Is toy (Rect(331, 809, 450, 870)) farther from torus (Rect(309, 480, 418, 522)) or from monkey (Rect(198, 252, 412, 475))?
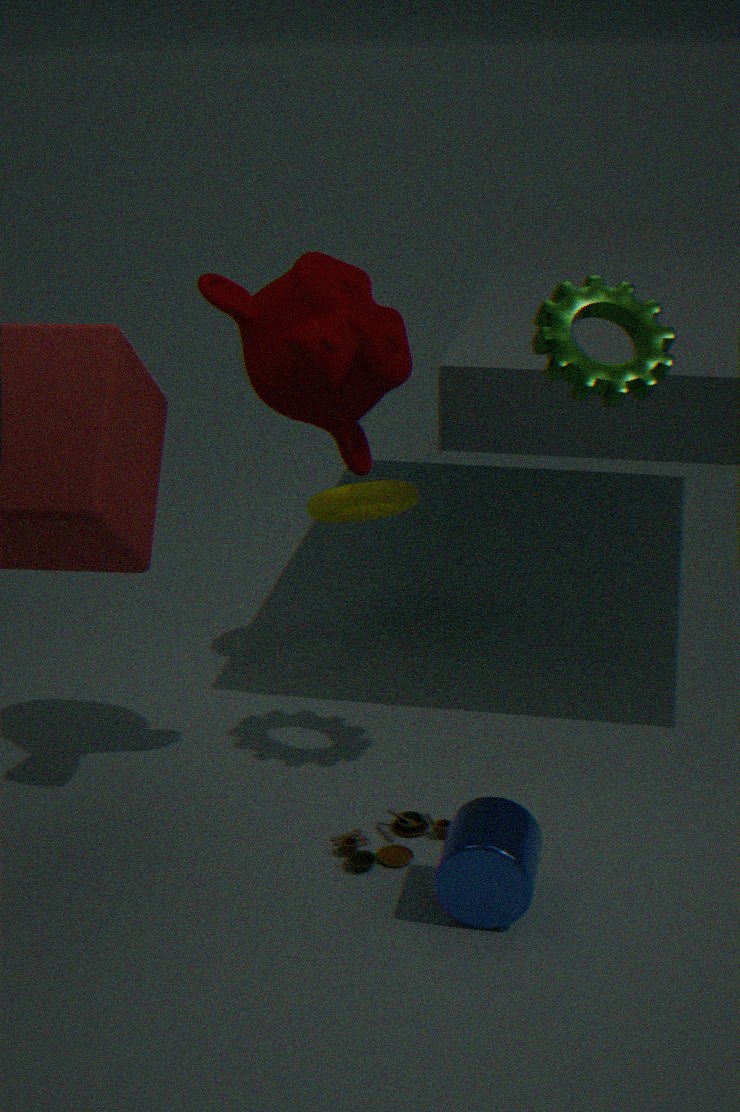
torus (Rect(309, 480, 418, 522))
